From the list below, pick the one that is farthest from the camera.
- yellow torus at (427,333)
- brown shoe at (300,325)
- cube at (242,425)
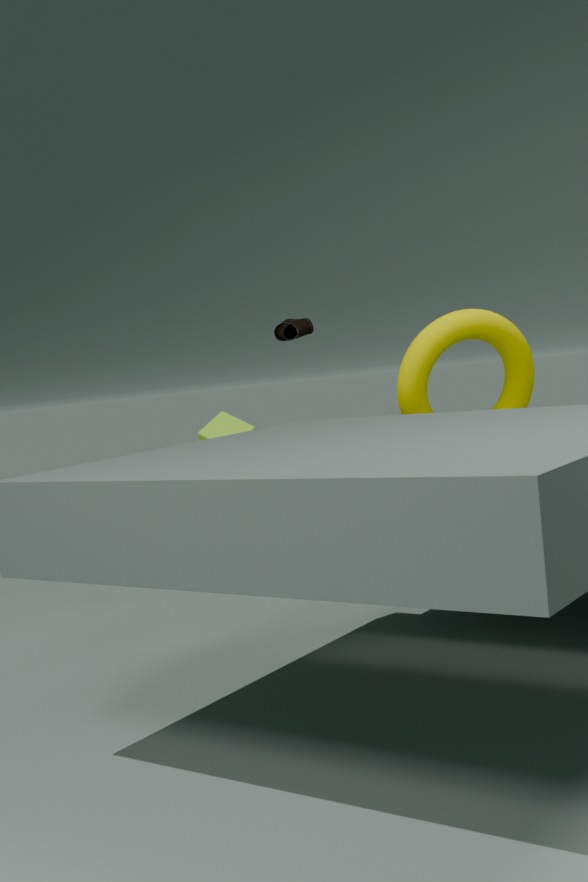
brown shoe at (300,325)
